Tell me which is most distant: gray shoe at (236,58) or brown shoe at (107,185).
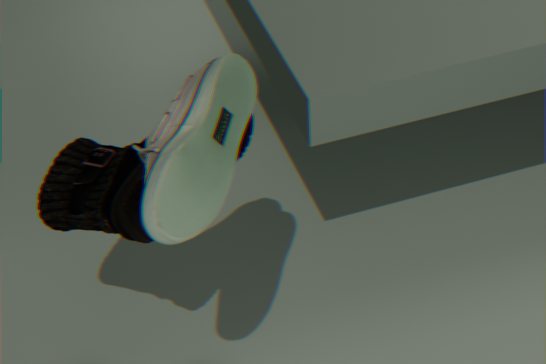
brown shoe at (107,185)
